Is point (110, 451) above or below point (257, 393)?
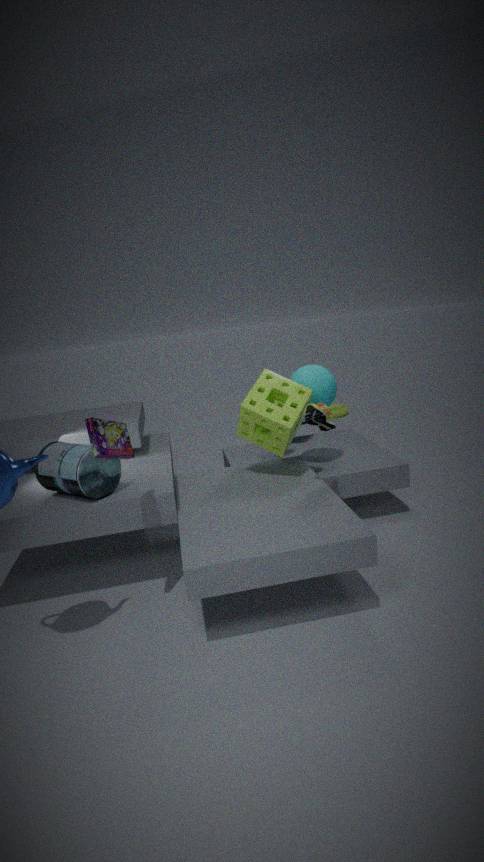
above
